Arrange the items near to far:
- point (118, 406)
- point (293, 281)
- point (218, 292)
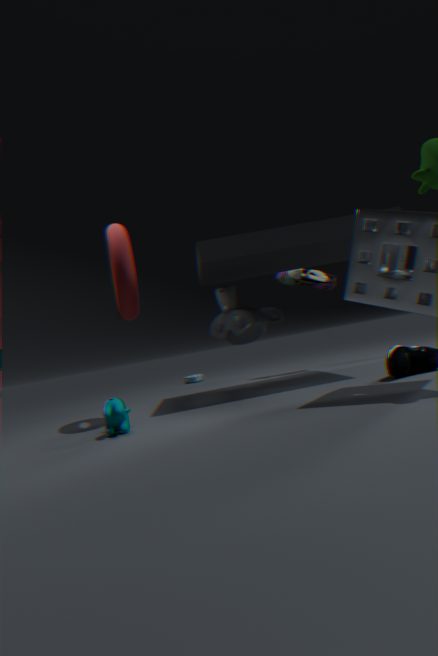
point (118, 406)
point (218, 292)
point (293, 281)
